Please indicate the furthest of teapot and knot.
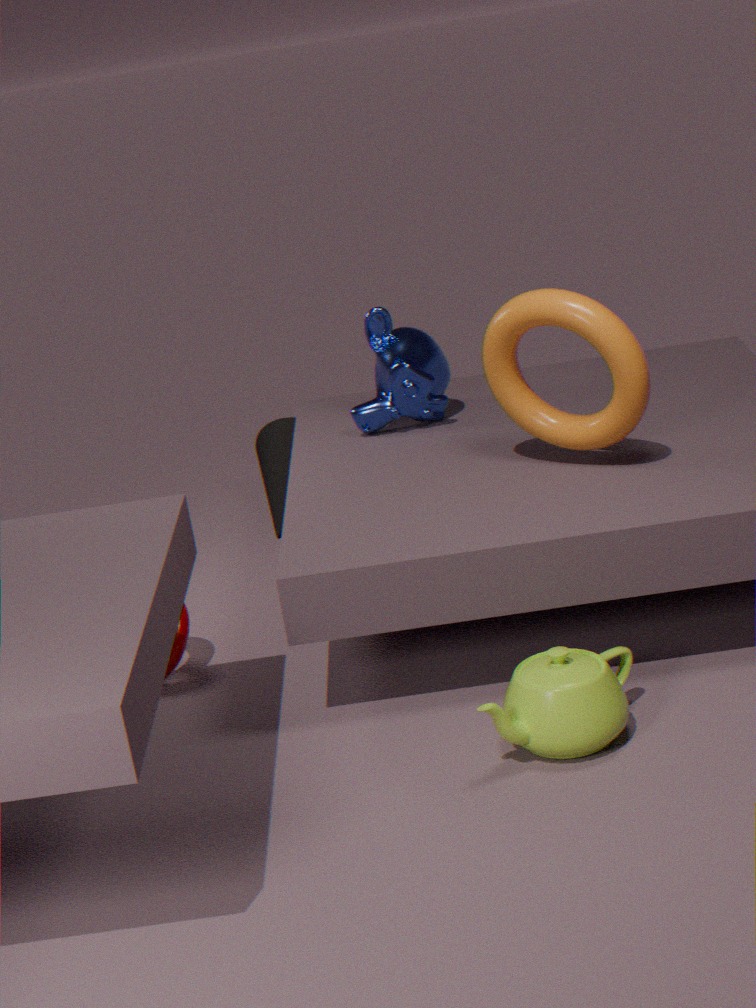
knot
